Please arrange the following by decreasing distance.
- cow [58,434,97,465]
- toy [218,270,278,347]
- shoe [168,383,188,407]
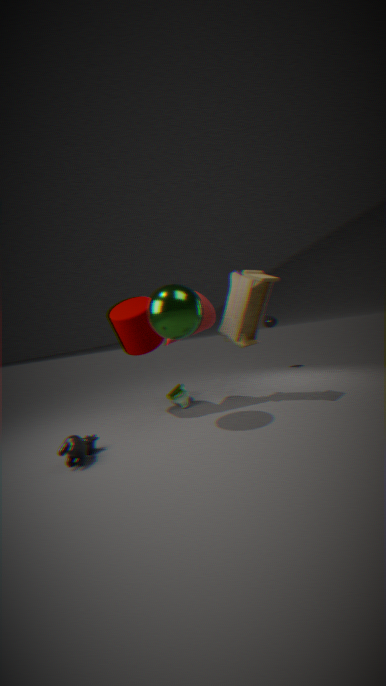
shoe [168,383,188,407] → toy [218,270,278,347] → cow [58,434,97,465]
